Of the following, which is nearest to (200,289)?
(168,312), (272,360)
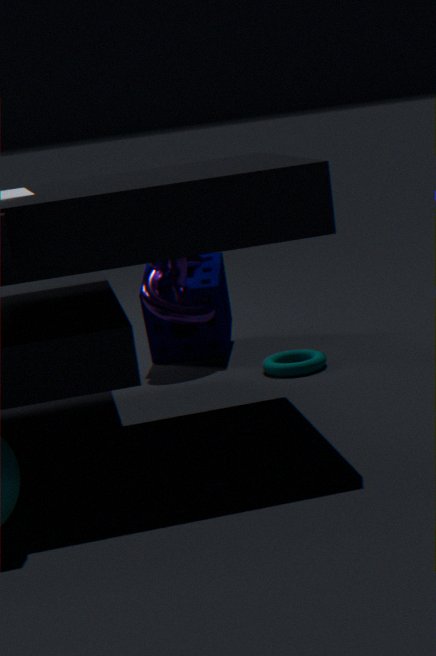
(168,312)
